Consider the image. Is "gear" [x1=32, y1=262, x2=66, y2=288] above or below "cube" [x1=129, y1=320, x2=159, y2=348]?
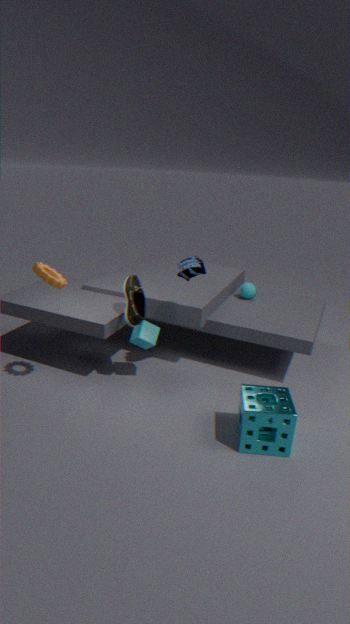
above
